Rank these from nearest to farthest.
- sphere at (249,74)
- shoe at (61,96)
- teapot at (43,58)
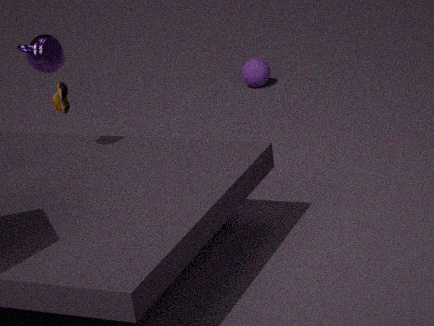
teapot at (43,58) < shoe at (61,96) < sphere at (249,74)
